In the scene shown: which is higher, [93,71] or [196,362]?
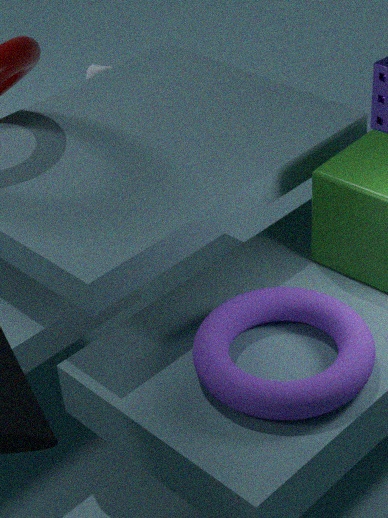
[196,362]
